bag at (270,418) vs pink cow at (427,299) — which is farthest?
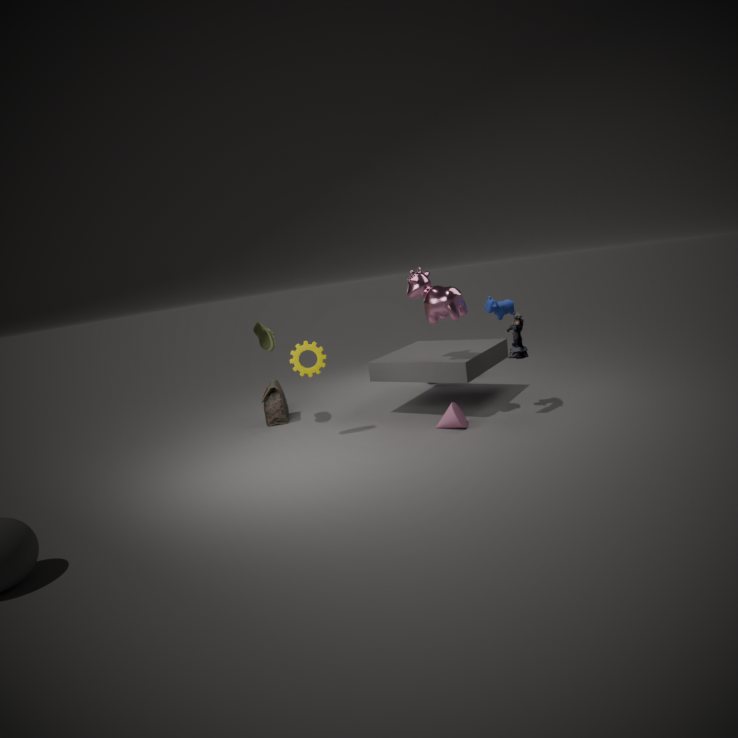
bag at (270,418)
